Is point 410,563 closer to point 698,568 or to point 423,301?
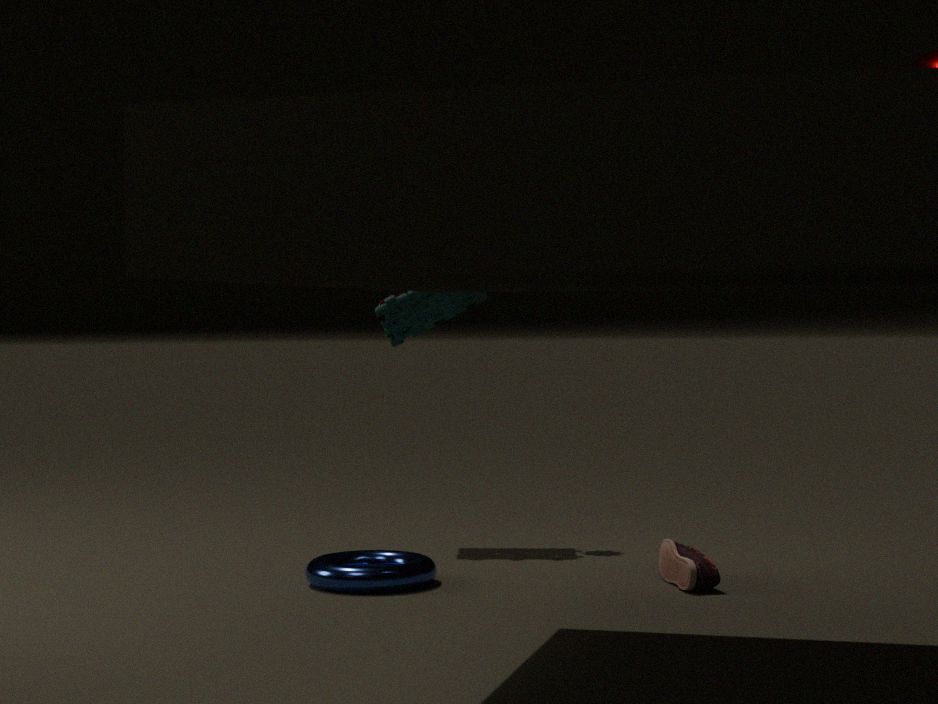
point 698,568
